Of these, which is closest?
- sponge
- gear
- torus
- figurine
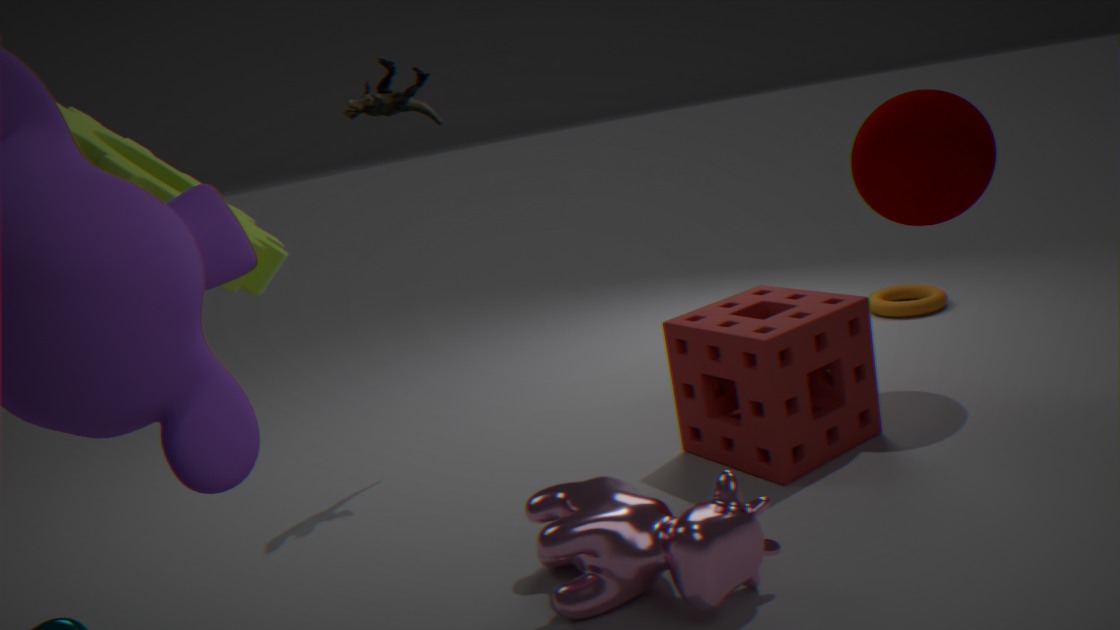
gear
